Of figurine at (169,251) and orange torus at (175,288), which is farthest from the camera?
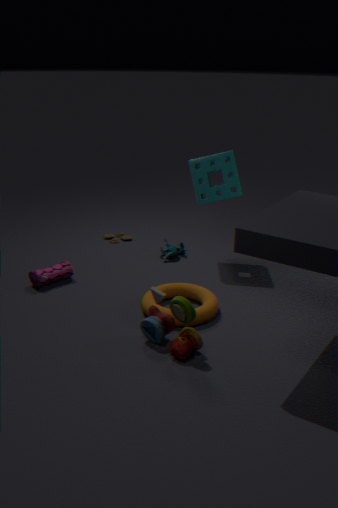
figurine at (169,251)
